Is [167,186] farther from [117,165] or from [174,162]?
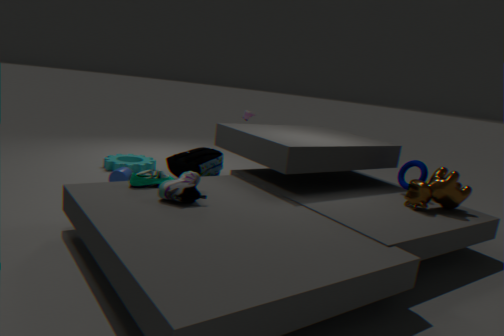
[117,165]
